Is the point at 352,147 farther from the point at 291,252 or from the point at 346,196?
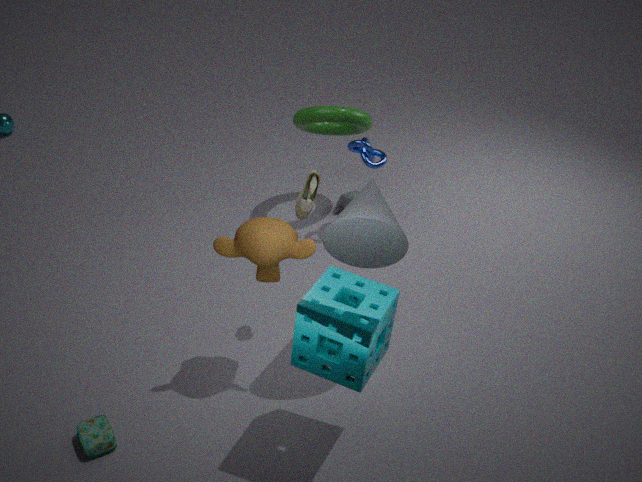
the point at 291,252
